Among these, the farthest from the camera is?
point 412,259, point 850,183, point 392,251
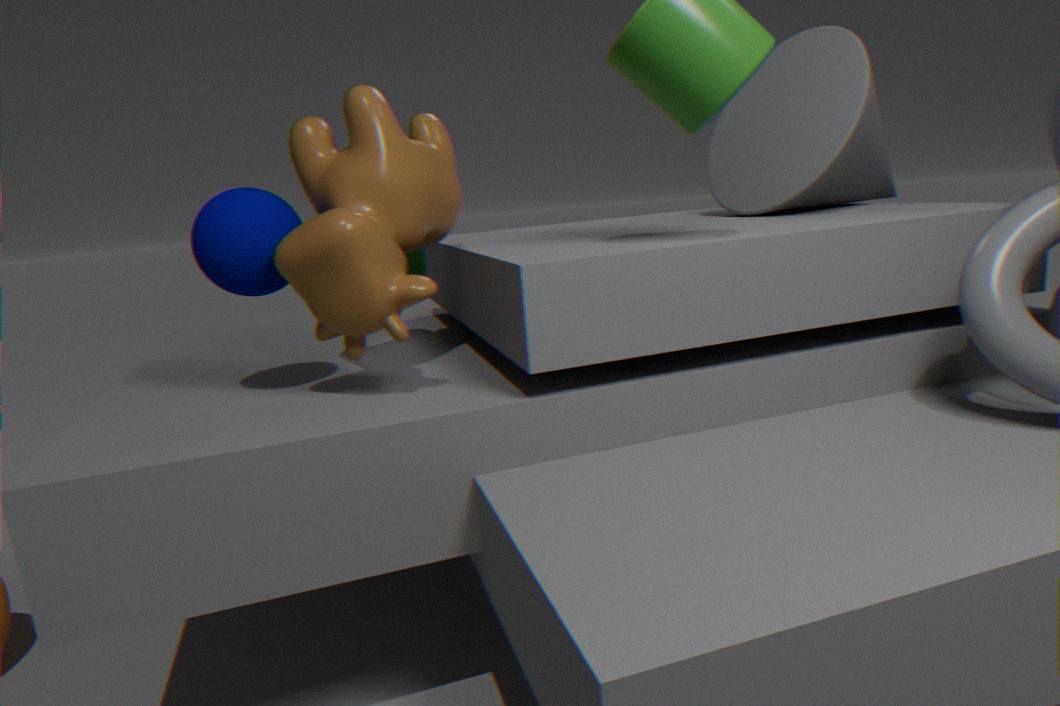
point 412,259
